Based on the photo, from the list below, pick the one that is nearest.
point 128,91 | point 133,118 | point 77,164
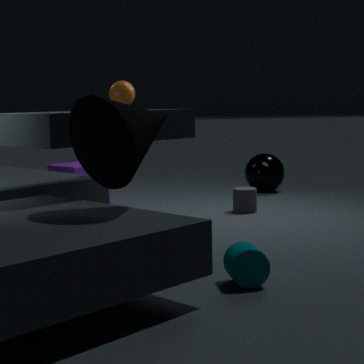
point 133,118
